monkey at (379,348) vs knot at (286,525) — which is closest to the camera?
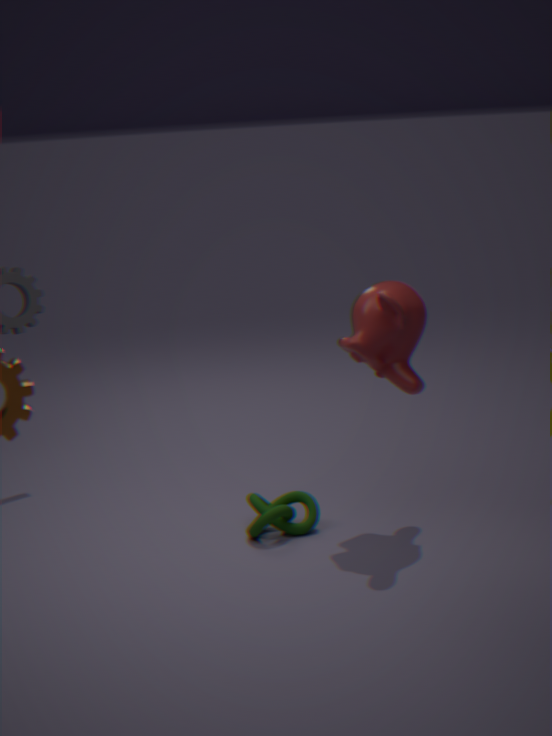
monkey at (379,348)
